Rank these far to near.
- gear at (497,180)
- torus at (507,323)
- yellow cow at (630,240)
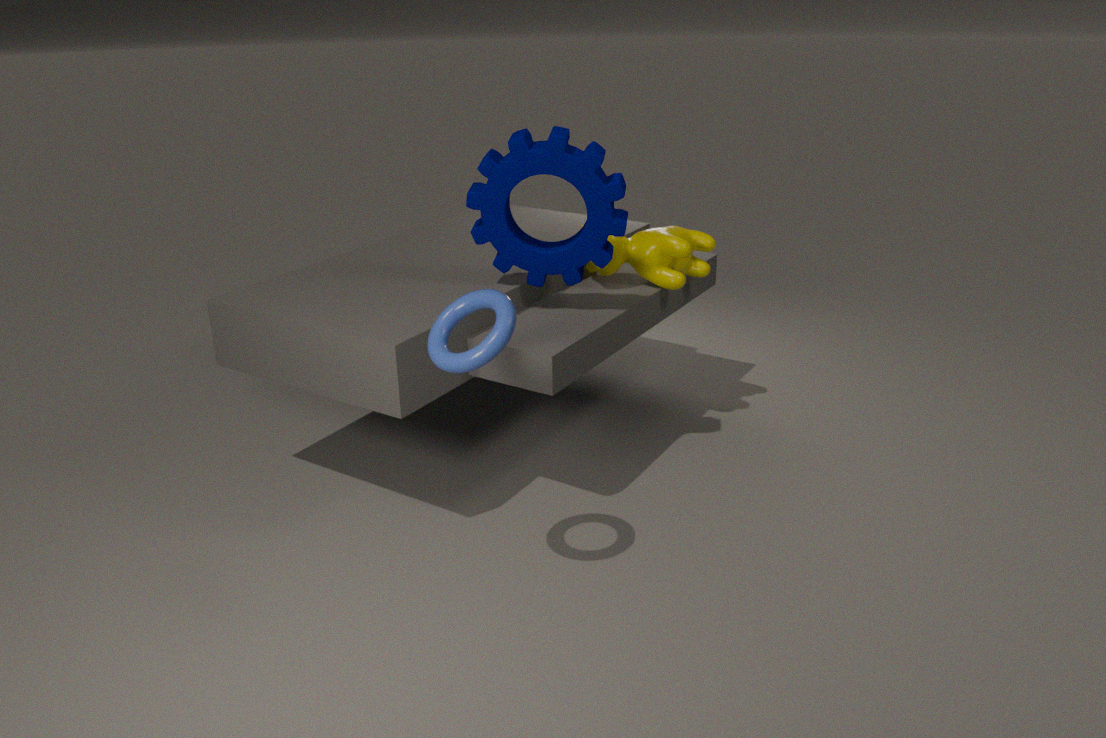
yellow cow at (630,240) < gear at (497,180) < torus at (507,323)
